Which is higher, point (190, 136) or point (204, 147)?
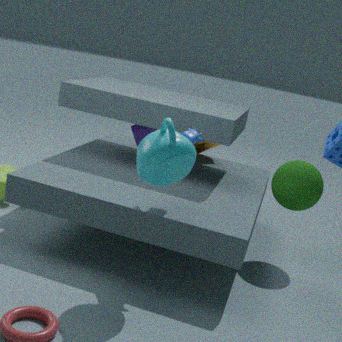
point (190, 136)
